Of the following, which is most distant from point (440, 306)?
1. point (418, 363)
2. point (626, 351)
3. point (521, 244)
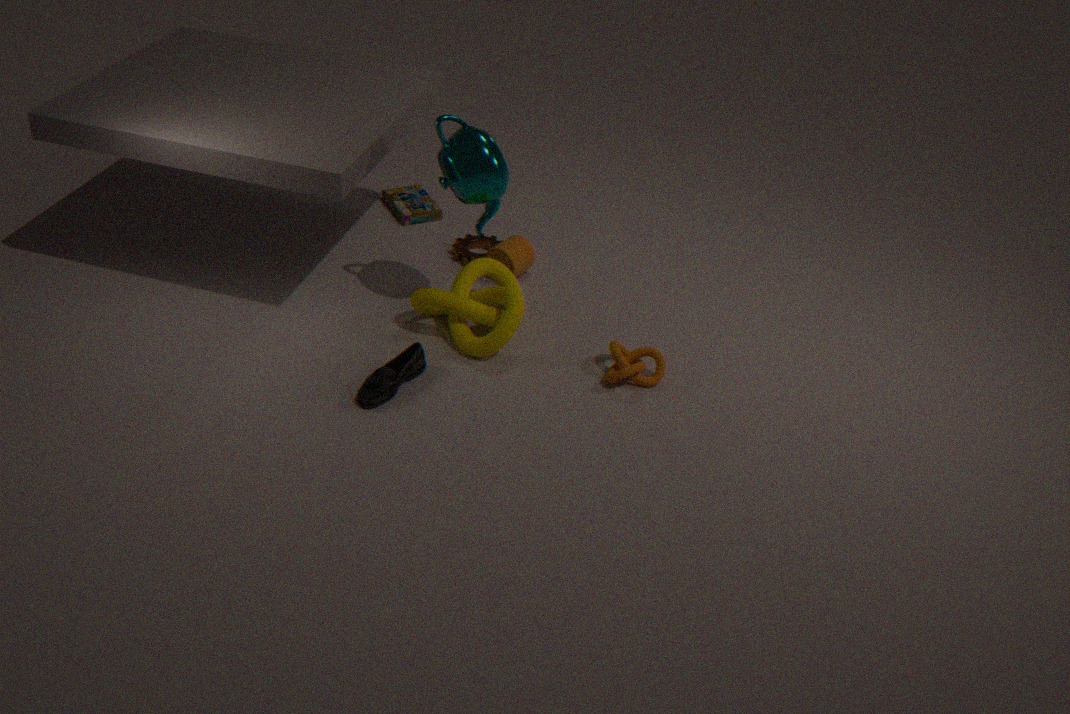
point (626, 351)
